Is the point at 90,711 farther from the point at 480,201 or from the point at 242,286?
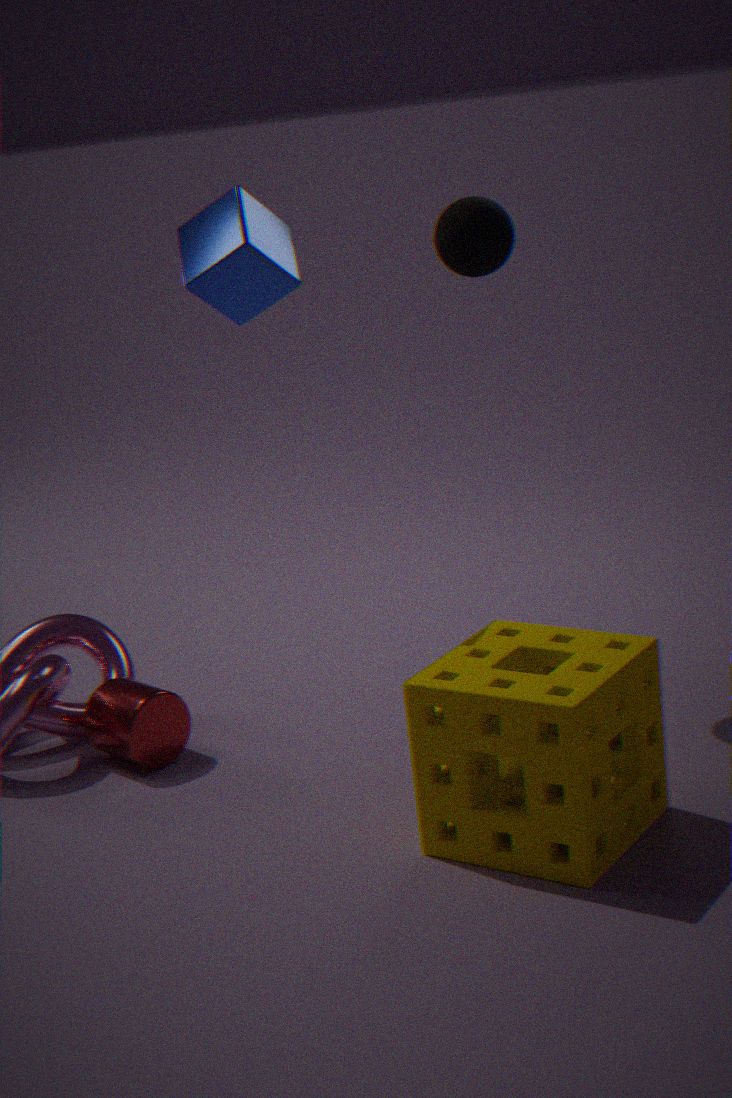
the point at 480,201
